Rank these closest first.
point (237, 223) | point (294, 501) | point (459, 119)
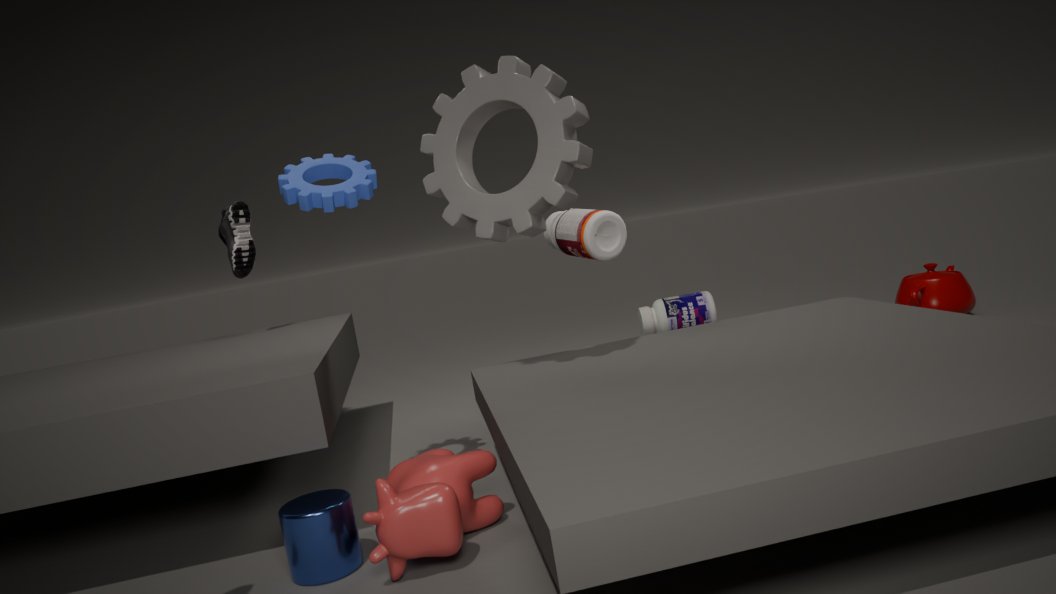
1. point (294, 501)
2. point (459, 119)
3. point (237, 223)
